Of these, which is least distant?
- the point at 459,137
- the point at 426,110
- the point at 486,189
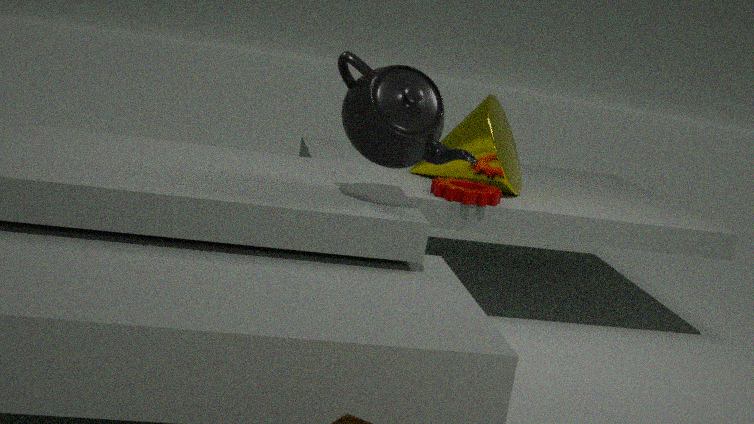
the point at 426,110
